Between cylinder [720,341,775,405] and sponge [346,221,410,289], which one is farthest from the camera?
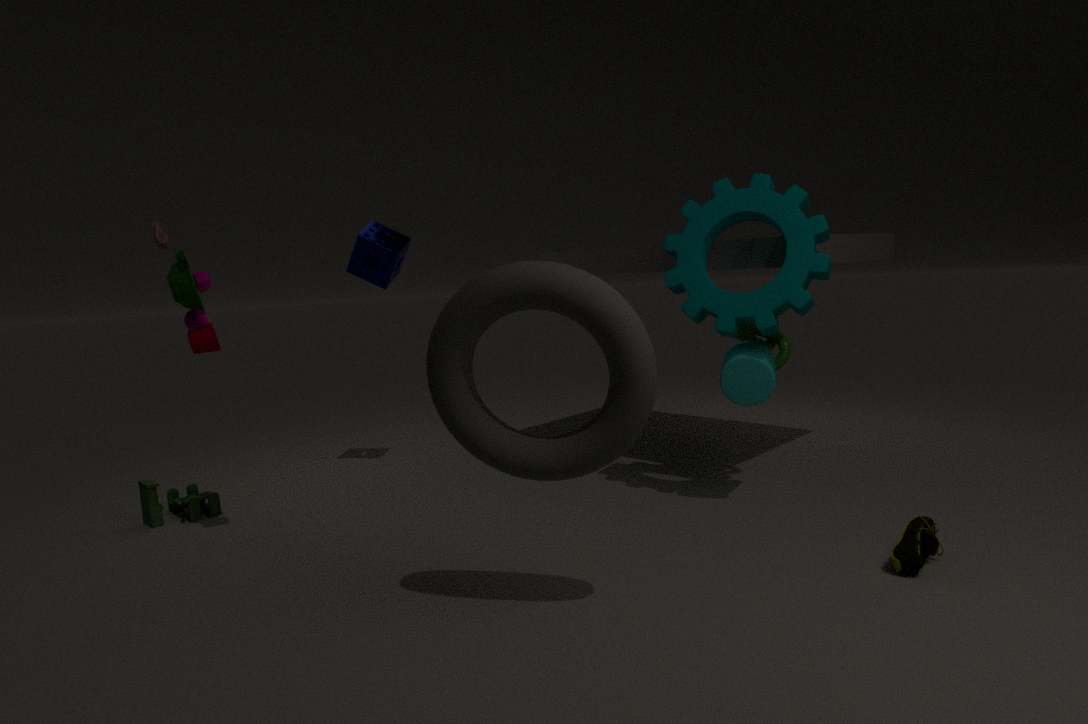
sponge [346,221,410,289]
